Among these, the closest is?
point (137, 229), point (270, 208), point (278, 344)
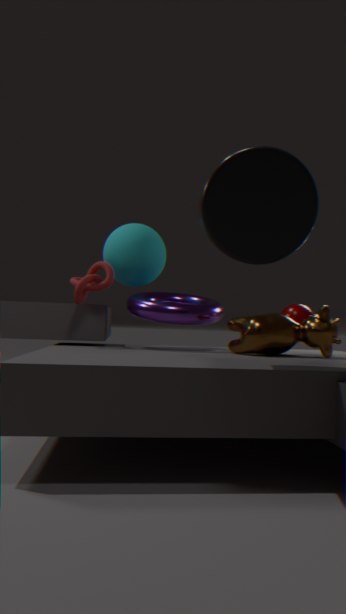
point (270, 208)
